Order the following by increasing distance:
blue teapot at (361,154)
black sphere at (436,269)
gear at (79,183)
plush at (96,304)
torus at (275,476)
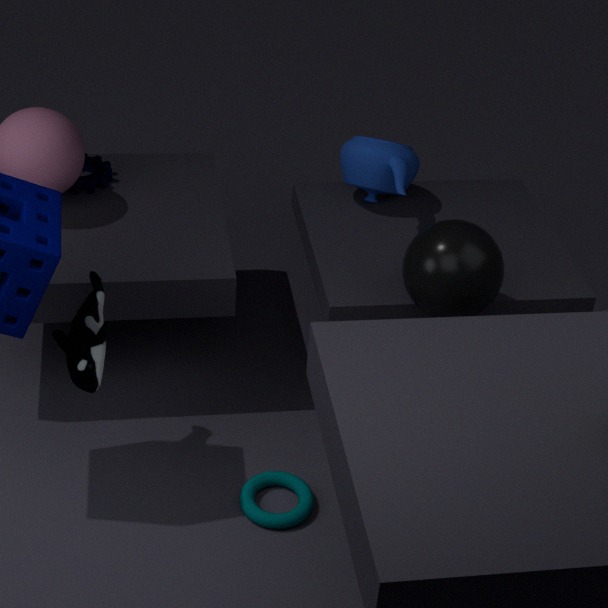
plush at (96,304) → black sphere at (436,269) → torus at (275,476) → blue teapot at (361,154) → gear at (79,183)
